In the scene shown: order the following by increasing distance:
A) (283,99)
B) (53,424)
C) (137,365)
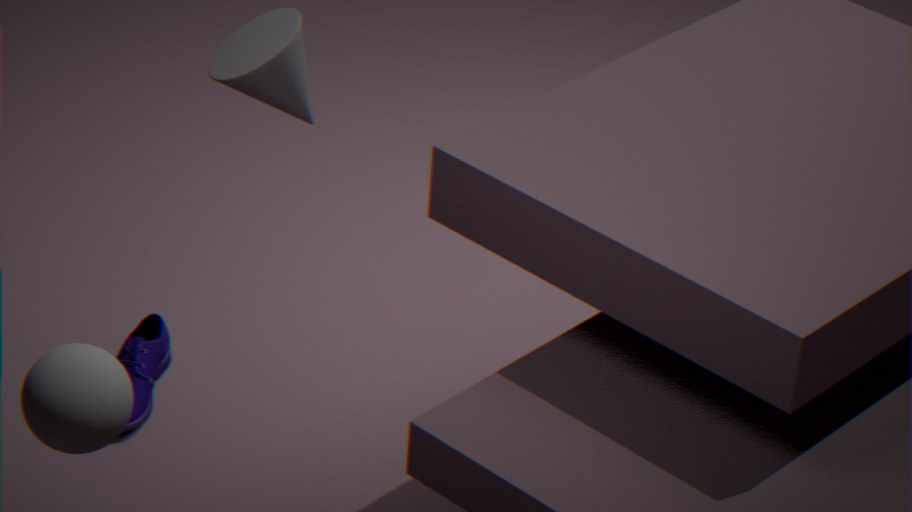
(53,424)
(283,99)
(137,365)
